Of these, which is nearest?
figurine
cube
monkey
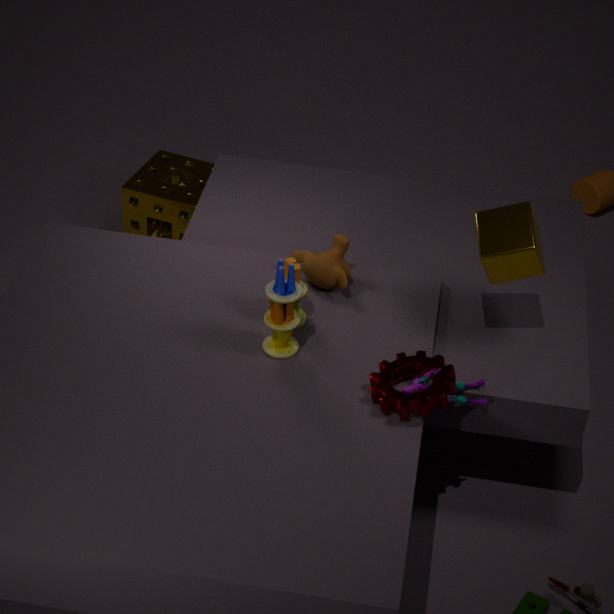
figurine
